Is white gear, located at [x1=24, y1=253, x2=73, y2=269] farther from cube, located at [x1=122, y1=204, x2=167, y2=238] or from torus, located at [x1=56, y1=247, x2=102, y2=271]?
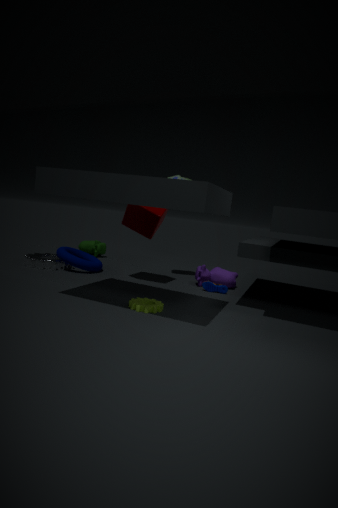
cube, located at [x1=122, y1=204, x2=167, y2=238]
